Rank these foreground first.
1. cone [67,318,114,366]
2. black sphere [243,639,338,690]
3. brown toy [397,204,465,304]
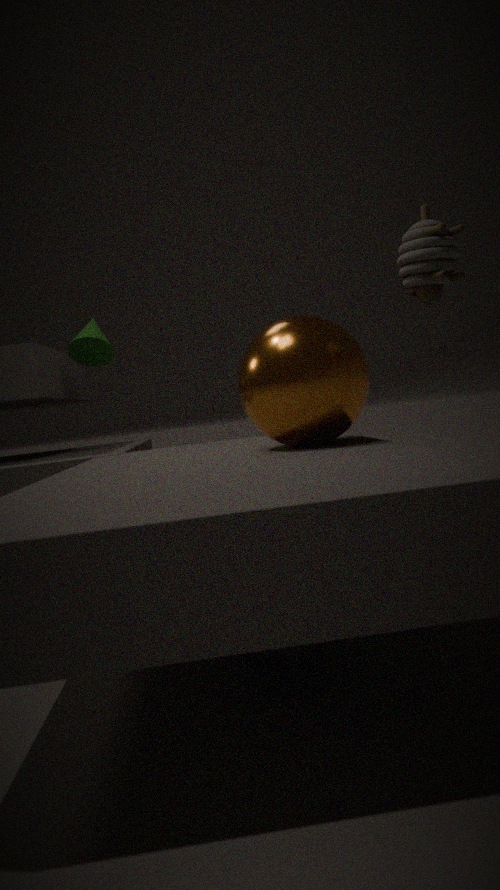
black sphere [243,639,338,690] < brown toy [397,204,465,304] < cone [67,318,114,366]
